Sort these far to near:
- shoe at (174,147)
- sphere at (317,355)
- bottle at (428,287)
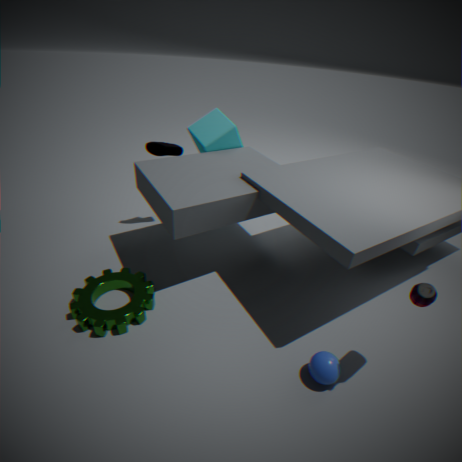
1. shoe at (174,147)
2. sphere at (317,355)
3. bottle at (428,287)
